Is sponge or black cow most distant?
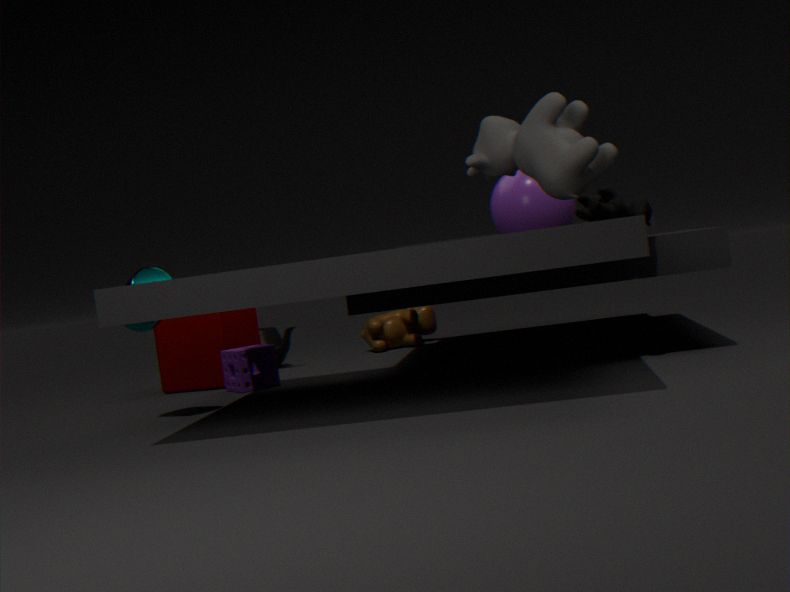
sponge
